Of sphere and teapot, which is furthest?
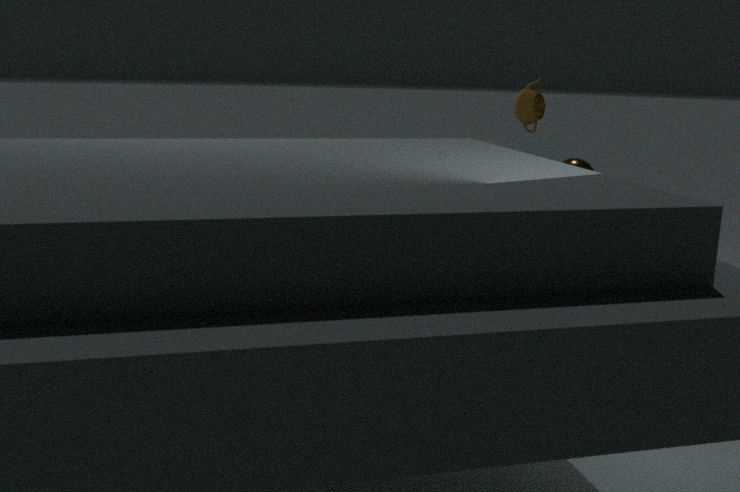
teapot
